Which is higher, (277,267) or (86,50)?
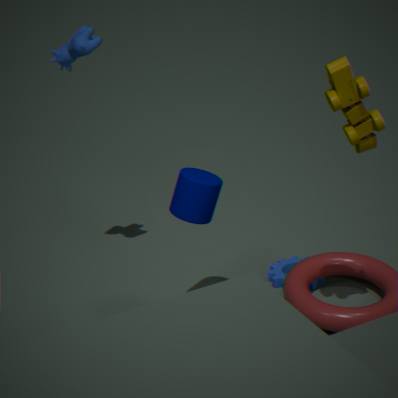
(86,50)
